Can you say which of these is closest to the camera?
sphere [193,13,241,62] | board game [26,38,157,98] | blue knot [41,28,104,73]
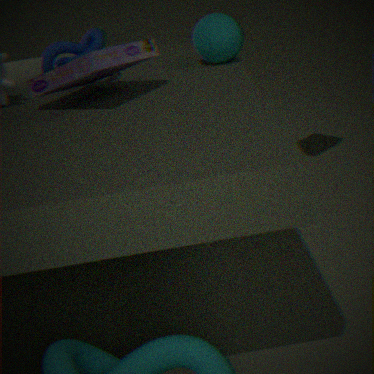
board game [26,38,157,98]
